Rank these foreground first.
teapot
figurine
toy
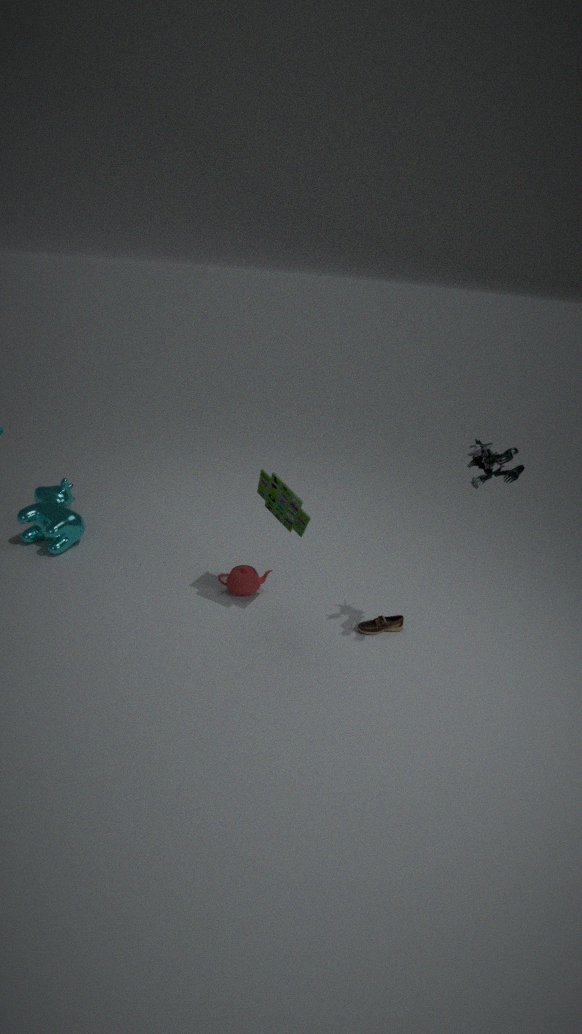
figurine < toy < teapot
